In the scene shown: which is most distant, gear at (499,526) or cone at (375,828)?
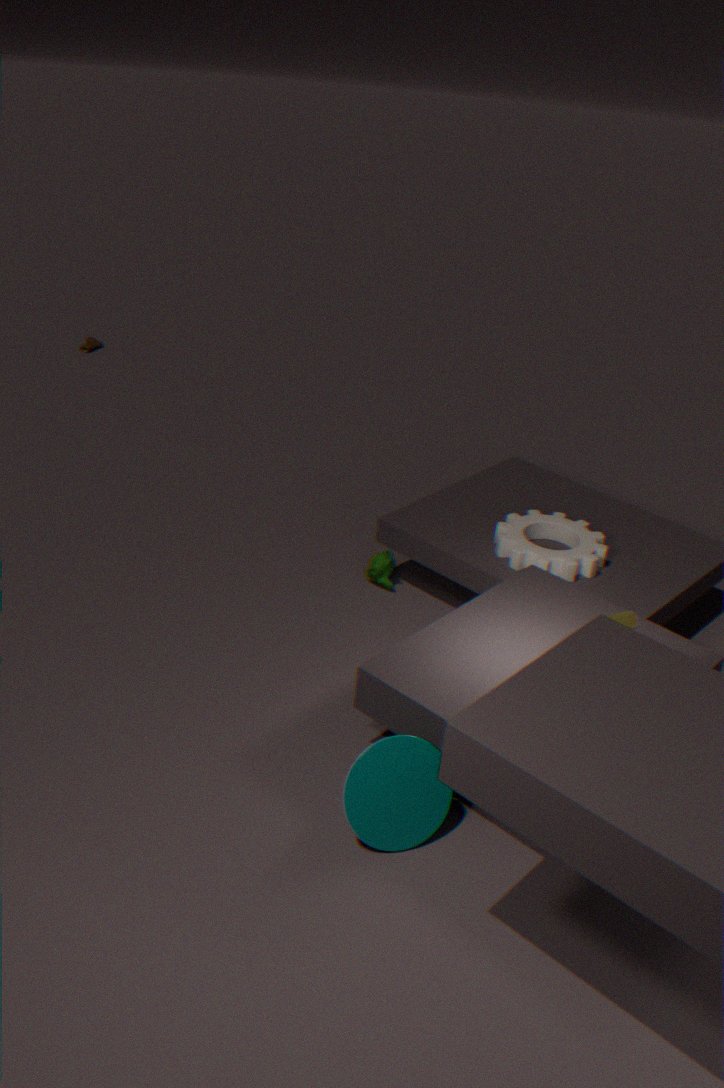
gear at (499,526)
